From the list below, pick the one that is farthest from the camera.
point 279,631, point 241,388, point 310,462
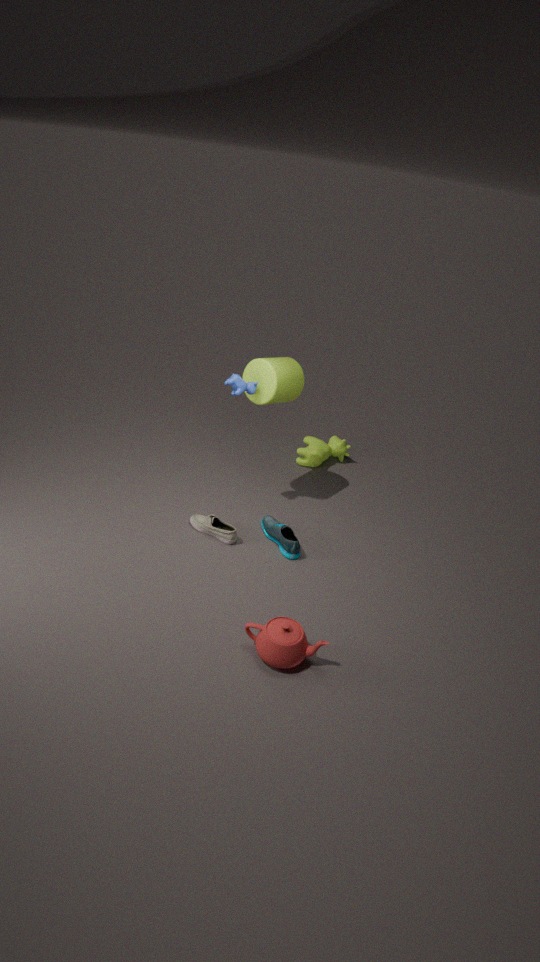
point 310,462
